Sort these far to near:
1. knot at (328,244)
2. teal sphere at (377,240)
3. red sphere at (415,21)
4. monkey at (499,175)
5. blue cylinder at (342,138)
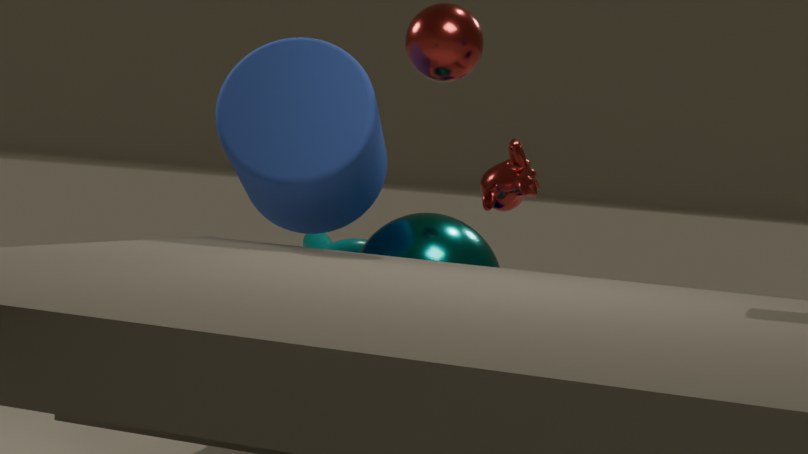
knot at (328,244) < monkey at (499,175) < teal sphere at (377,240) < red sphere at (415,21) < blue cylinder at (342,138)
